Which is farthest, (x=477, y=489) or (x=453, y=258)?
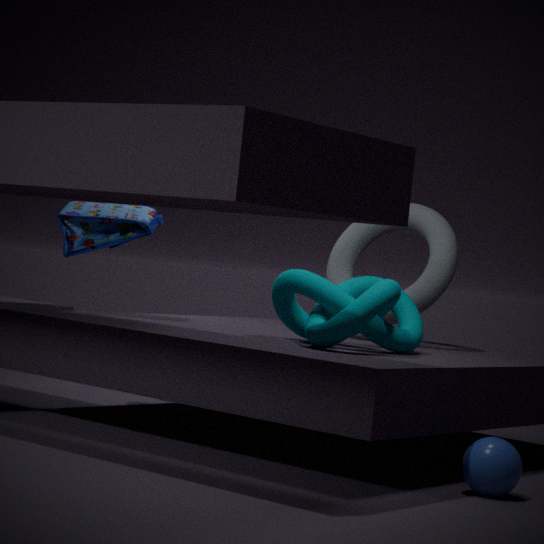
(x=453, y=258)
